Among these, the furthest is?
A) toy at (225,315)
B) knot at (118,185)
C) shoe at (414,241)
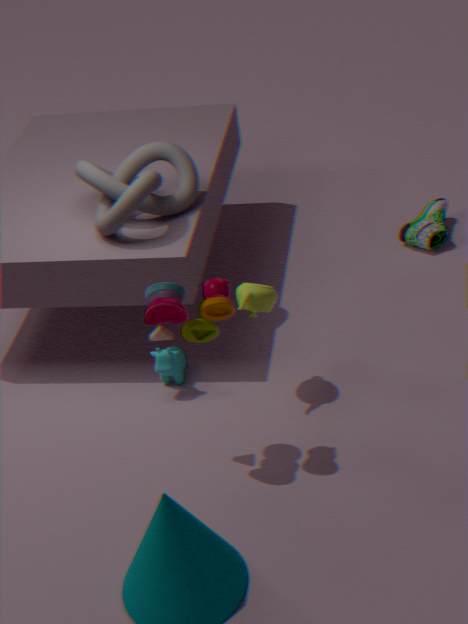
shoe at (414,241)
